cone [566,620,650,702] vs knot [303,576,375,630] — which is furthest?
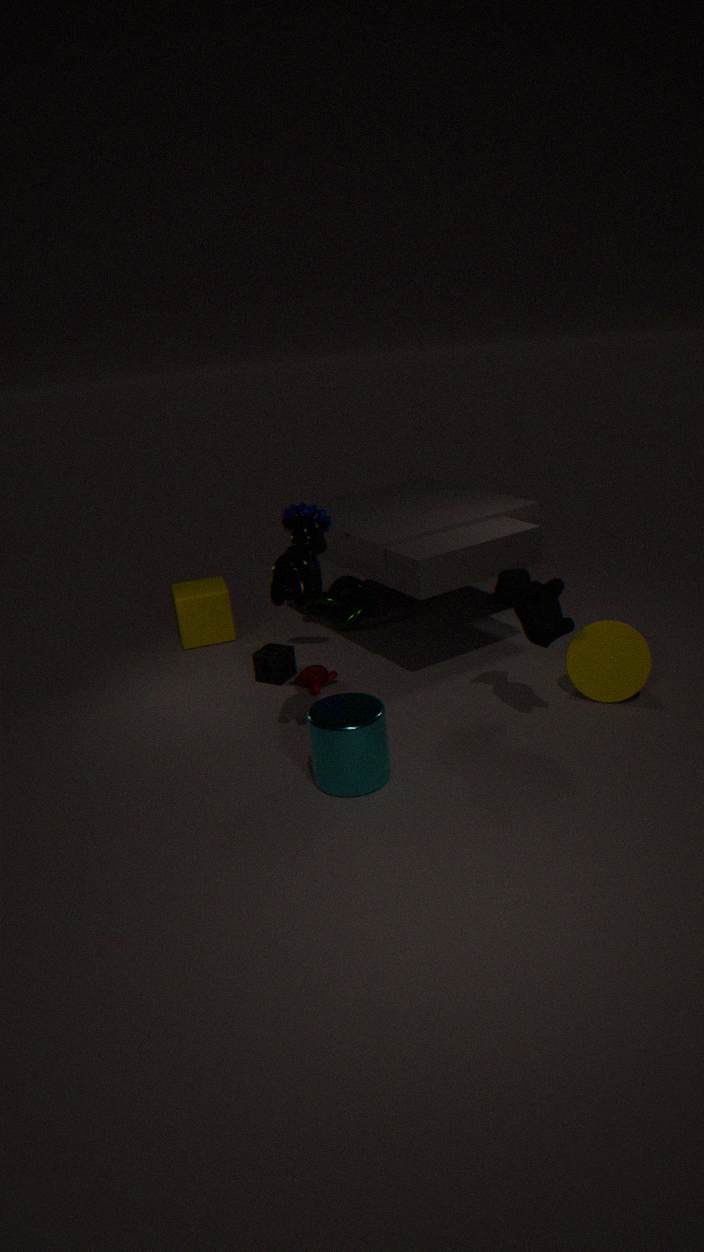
knot [303,576,375,630]
